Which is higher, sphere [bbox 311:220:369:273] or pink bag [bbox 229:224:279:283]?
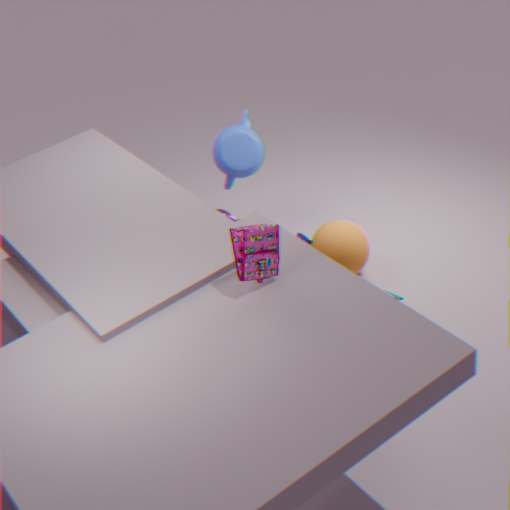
pink bag [bbox 229:224:279:283]
